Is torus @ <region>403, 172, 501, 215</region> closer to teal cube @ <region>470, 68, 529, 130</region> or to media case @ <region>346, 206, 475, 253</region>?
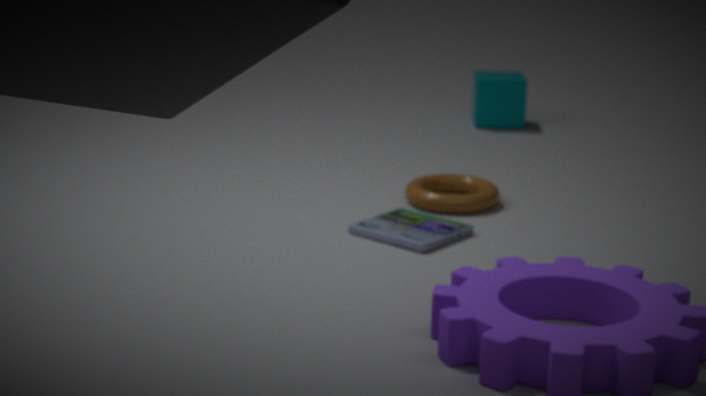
media case @ <region>346, 206, 475, 253</region>
